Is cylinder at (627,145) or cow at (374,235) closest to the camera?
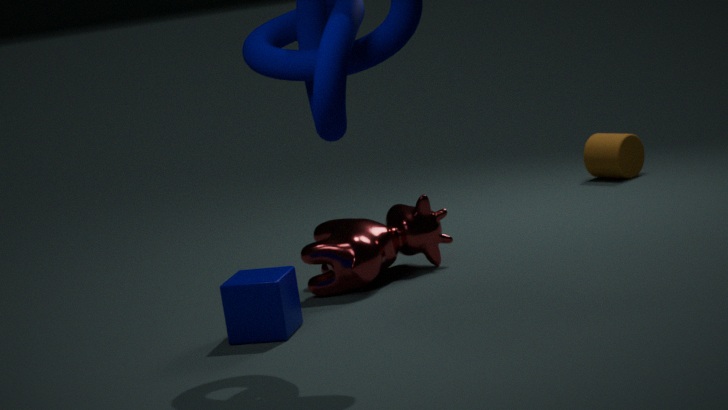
cow at (374,235)
